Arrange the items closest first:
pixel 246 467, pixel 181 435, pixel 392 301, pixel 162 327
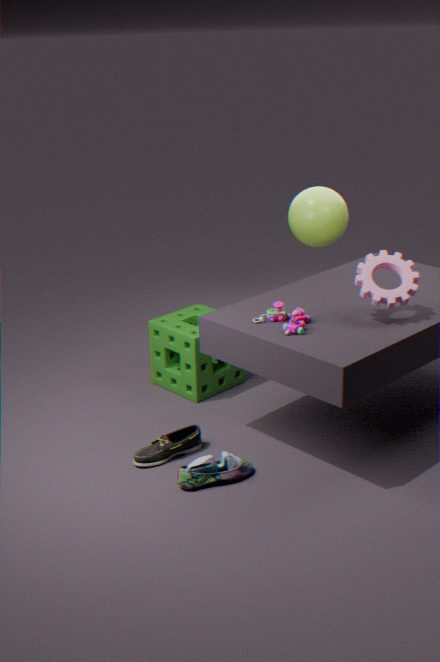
pixel 392 301 → pixel 246 467 → pixel 181 435 → pixel 162 327
